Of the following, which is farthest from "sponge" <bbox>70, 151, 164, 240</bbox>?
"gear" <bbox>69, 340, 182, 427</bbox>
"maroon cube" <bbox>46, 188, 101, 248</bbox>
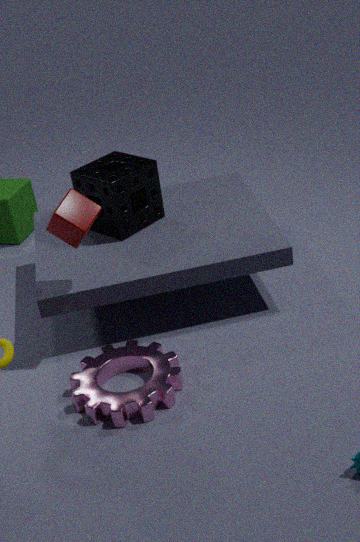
"gear" <bbox>69, 340, 182, 427</bbox>
